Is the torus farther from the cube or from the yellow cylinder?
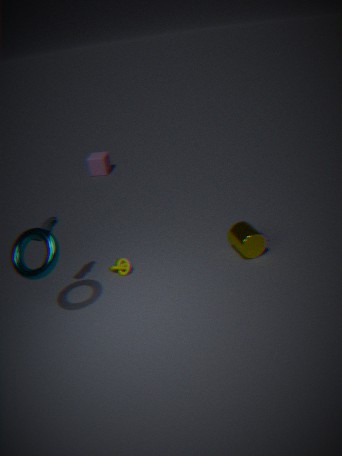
the cube
